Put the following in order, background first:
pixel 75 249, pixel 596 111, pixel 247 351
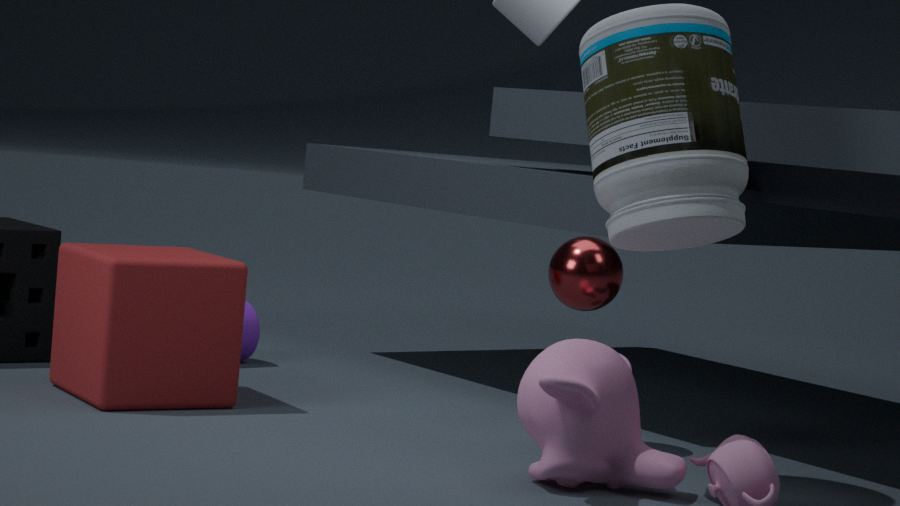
pixel 247 351
pixel 75 249
pixel 596 111
